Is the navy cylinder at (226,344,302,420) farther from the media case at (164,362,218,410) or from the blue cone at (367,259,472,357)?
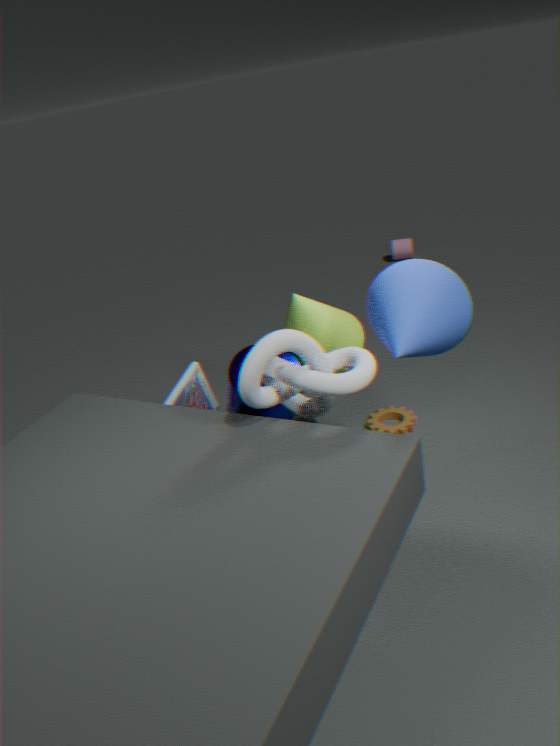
the blue cone at (367,259,472,357)
